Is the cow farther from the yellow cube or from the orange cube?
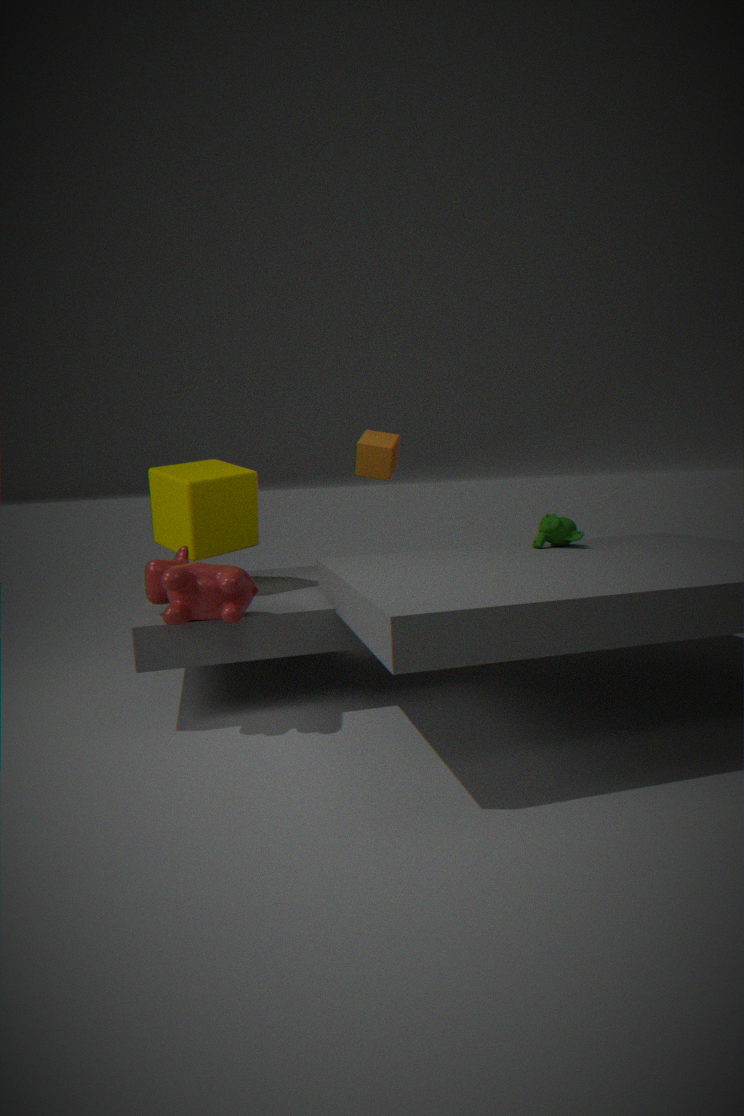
the orange cube
